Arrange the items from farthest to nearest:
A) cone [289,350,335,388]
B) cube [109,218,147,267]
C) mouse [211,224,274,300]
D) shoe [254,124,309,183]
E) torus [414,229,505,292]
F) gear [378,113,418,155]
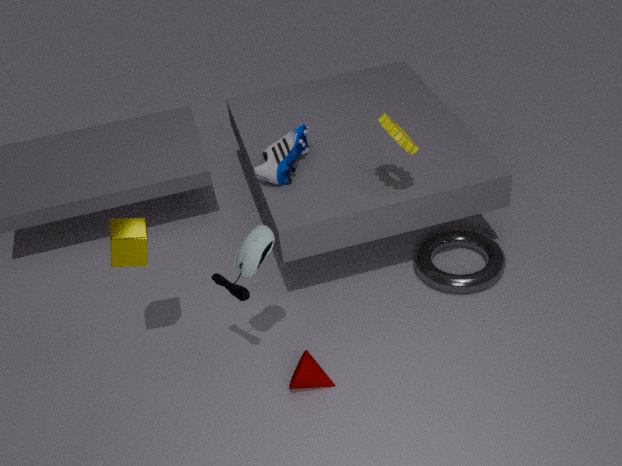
shoe [254,124,309,183], torus [414,229,505,292], gear [378,113,418,155], cone [289,350,335,388], cube [109,218,147,267], mouse [211,224,274,300]
